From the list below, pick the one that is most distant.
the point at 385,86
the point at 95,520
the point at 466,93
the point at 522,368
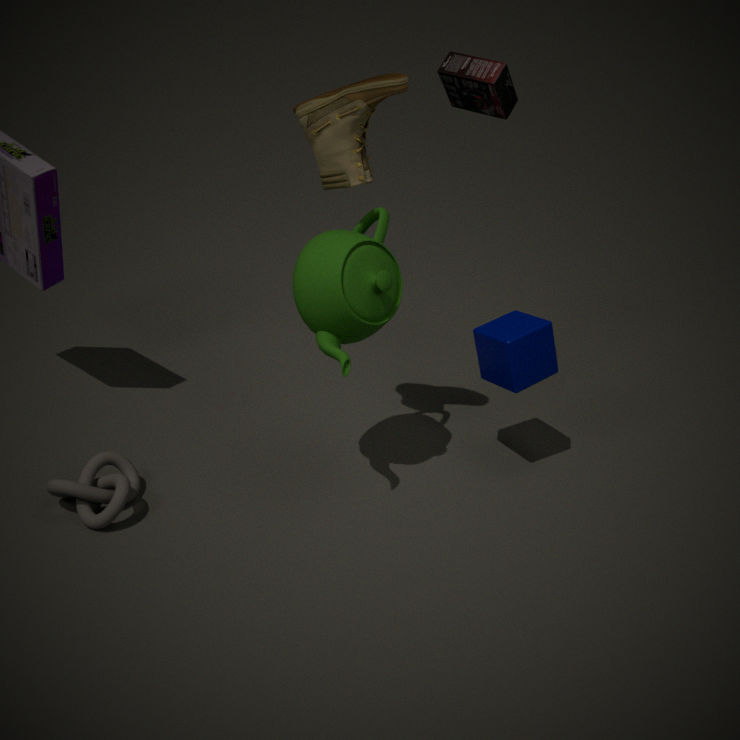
the point at 466,93
